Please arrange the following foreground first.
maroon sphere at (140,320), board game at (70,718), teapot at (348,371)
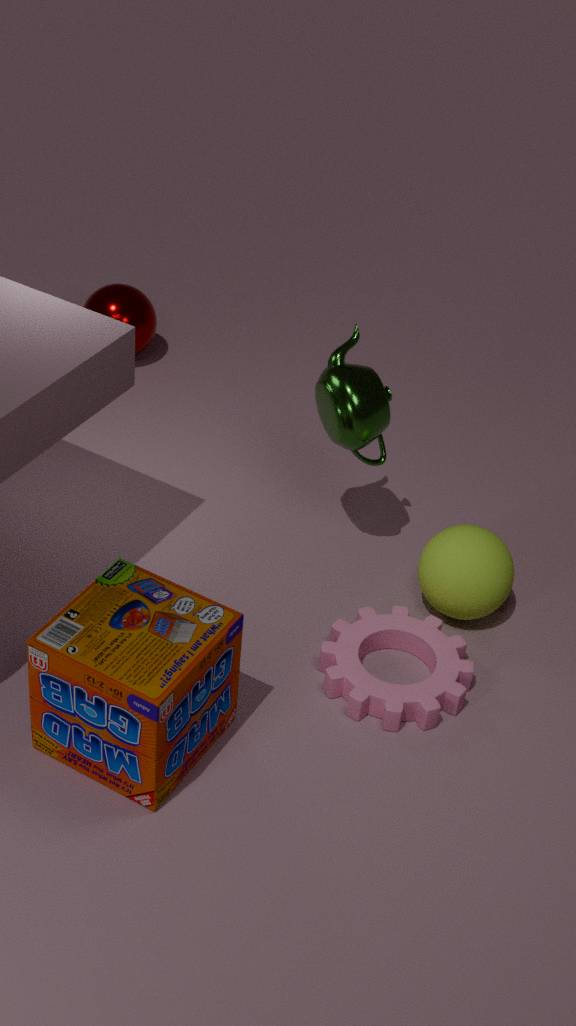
board game at (70,718) → teapot at (348,371) → maroon sphere at (140,320)
